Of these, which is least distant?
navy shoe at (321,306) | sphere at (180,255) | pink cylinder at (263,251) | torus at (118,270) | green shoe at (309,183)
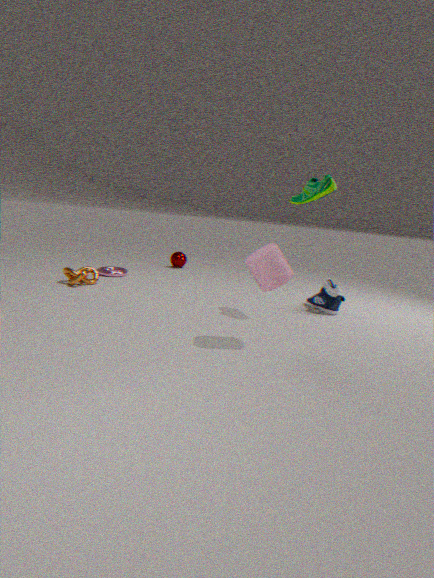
pink cylinder at (263,251)
